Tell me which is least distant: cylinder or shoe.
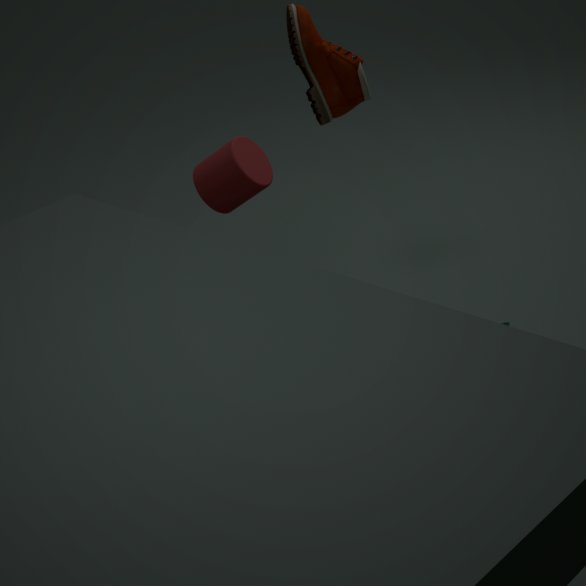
cylinder
